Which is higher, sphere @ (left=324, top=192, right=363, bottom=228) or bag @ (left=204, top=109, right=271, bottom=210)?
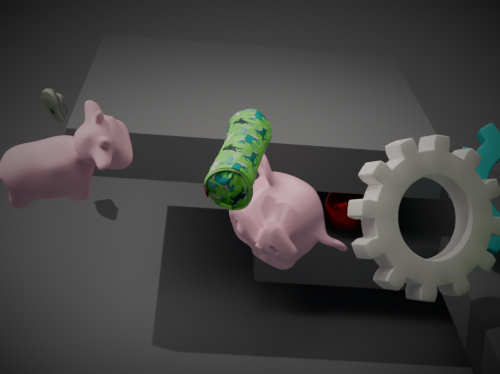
bag @ (left=204, top=109, right=271, bottom=210)
